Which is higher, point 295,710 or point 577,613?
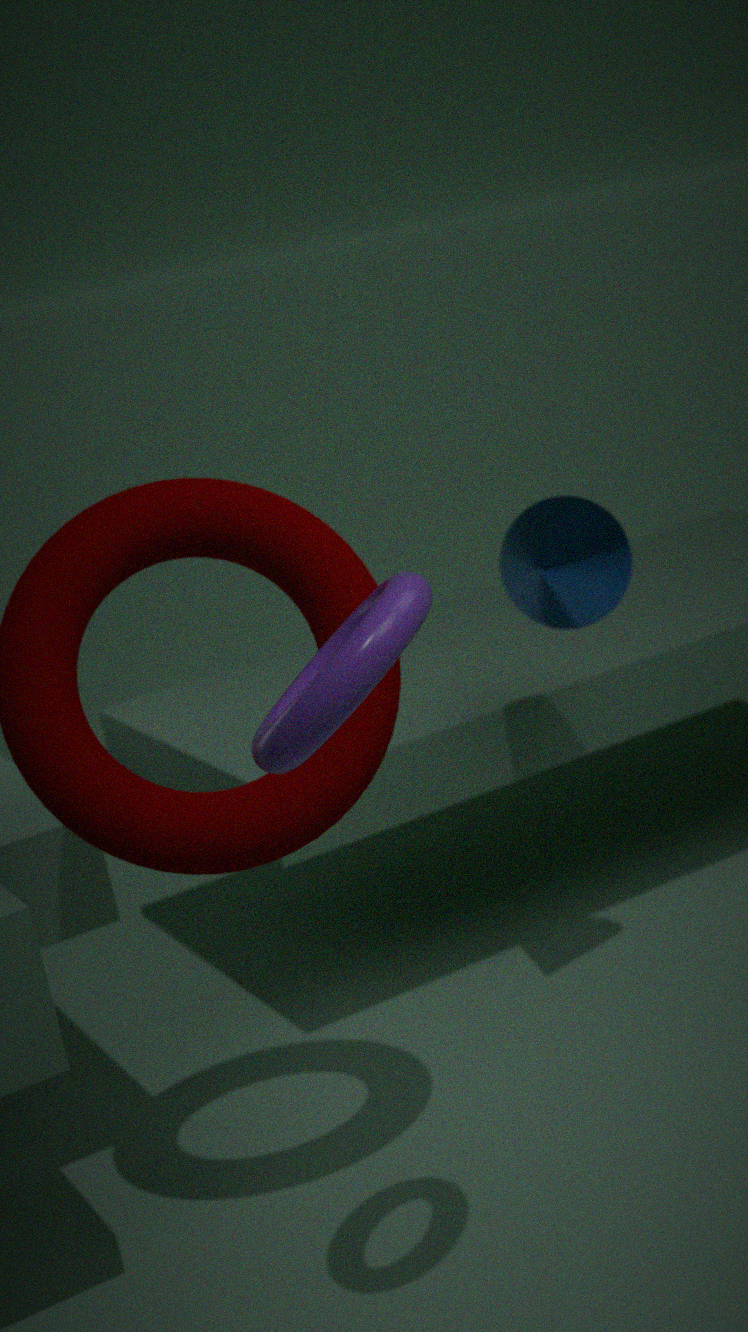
point 295,710
